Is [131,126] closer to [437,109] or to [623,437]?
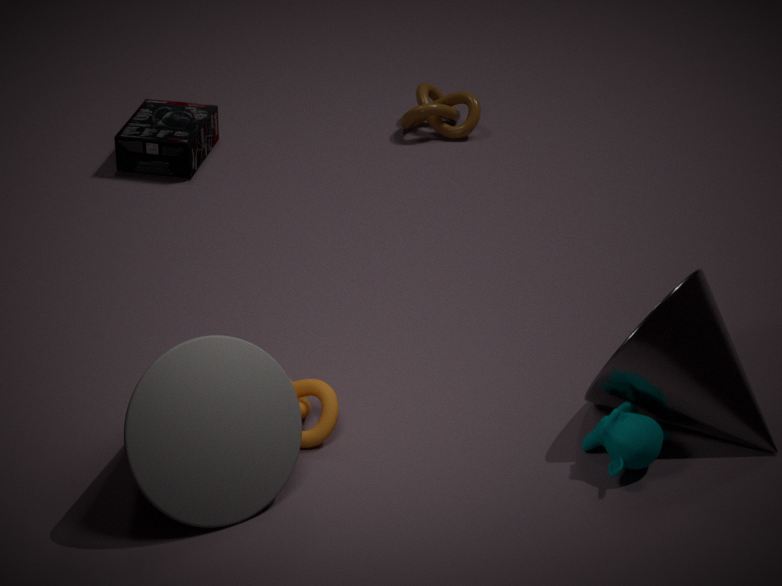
[437,109]
